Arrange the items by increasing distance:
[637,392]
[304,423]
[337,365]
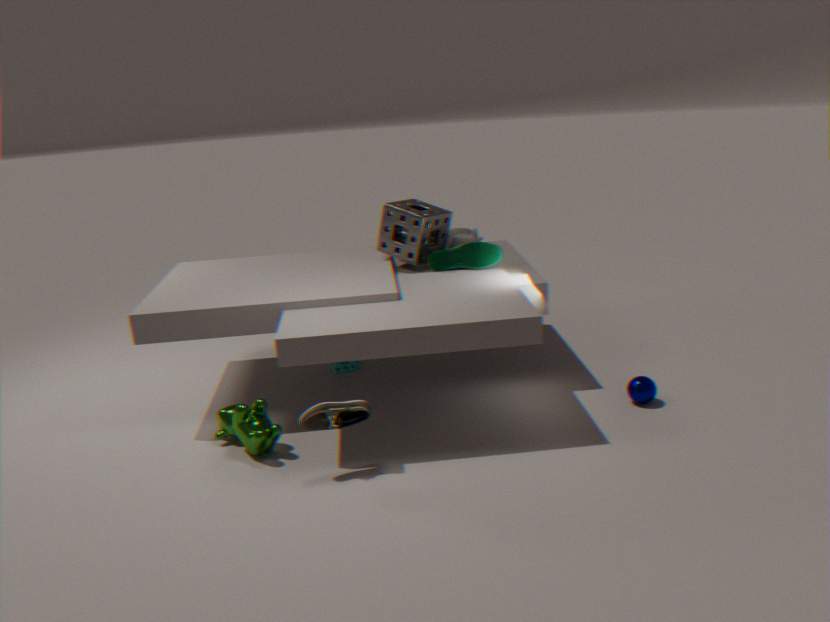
[304,423], [637,392], [337,365]
